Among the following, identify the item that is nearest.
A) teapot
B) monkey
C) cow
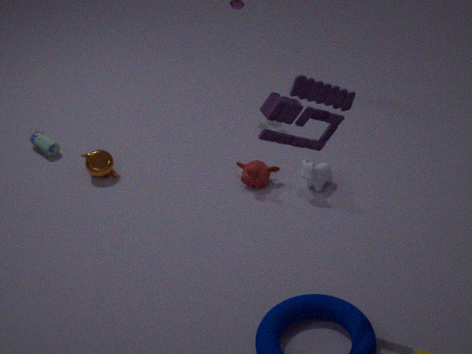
cow
